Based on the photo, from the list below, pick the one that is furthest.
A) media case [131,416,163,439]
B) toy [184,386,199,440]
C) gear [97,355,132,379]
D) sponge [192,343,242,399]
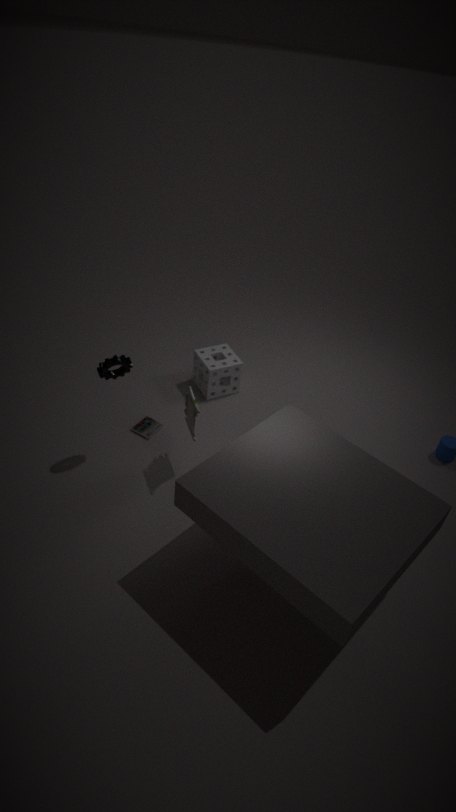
sponge [192,343,242,399]
